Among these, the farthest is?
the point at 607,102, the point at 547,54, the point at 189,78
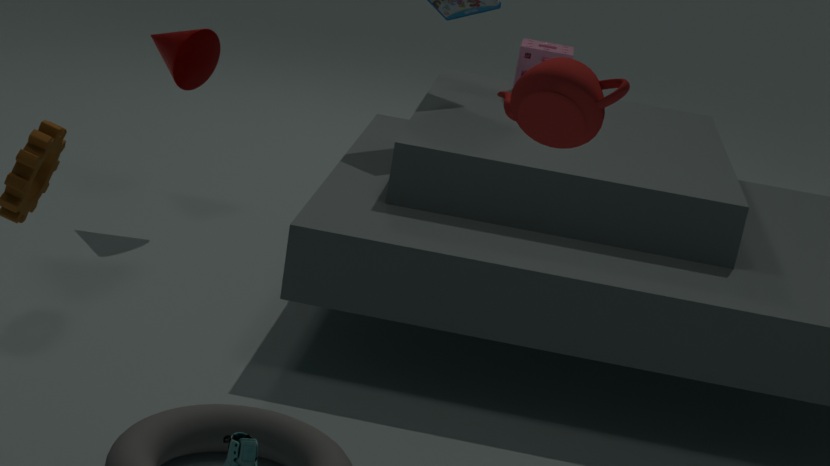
the point at 547,54
